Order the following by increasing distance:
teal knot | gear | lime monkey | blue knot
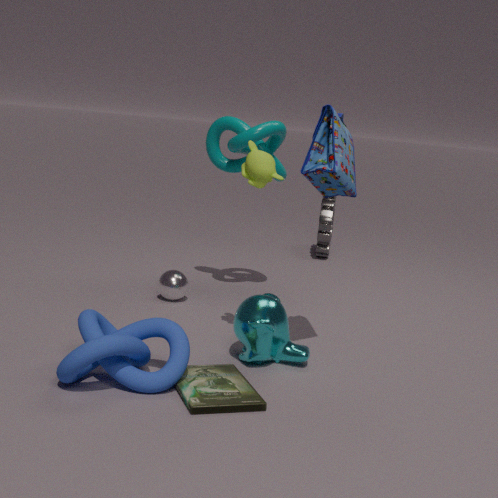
blue knot → lime monkey → teal knot → gear
